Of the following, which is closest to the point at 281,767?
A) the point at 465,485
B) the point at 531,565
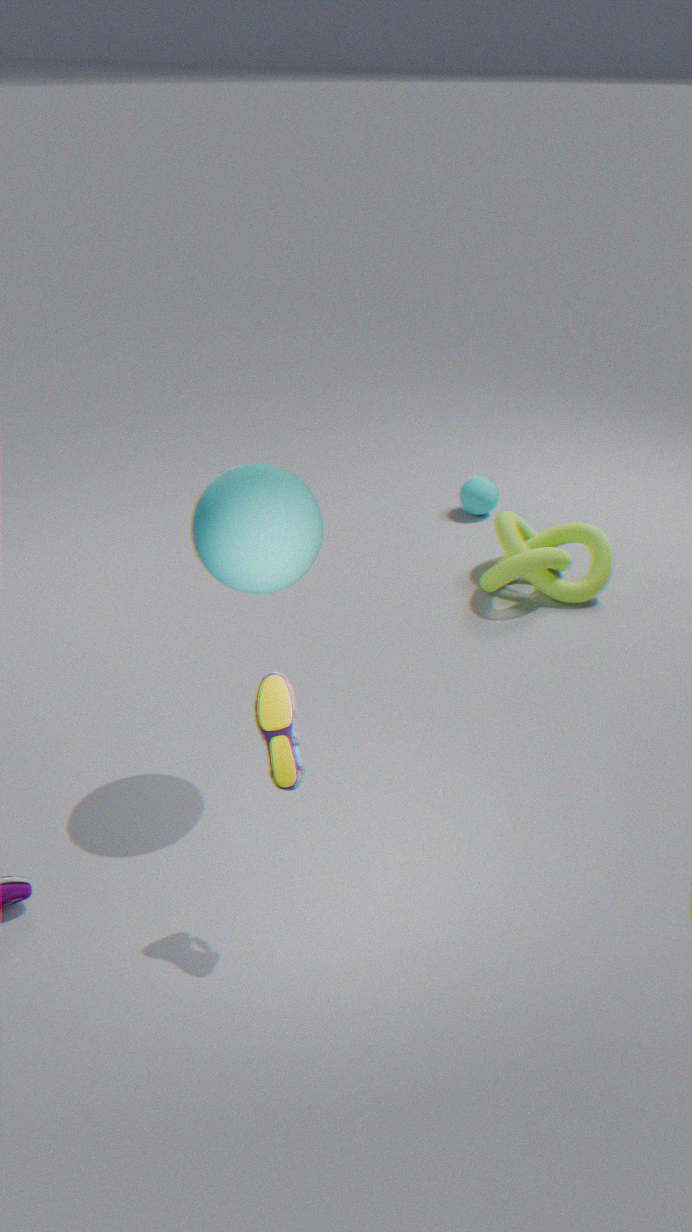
the point at 531,565
